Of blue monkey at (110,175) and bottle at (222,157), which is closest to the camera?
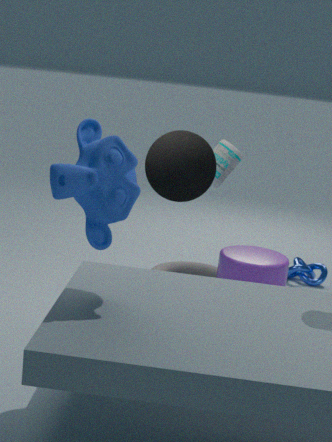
blue monkey at (110,175)
